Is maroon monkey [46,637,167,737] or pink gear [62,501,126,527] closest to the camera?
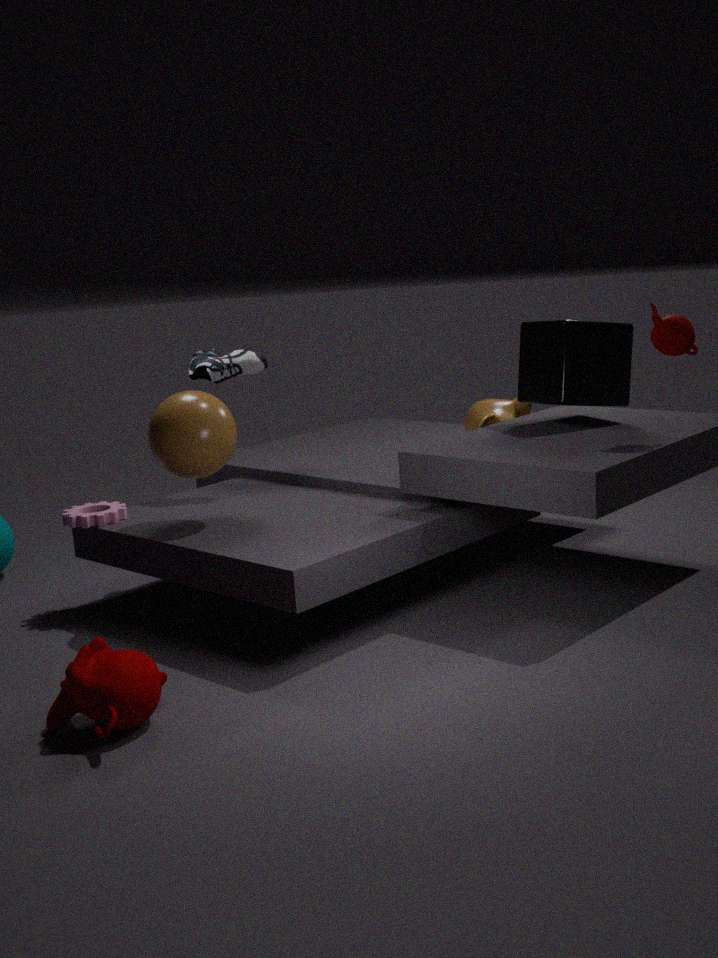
maroon monkey [46,637,167,737]
